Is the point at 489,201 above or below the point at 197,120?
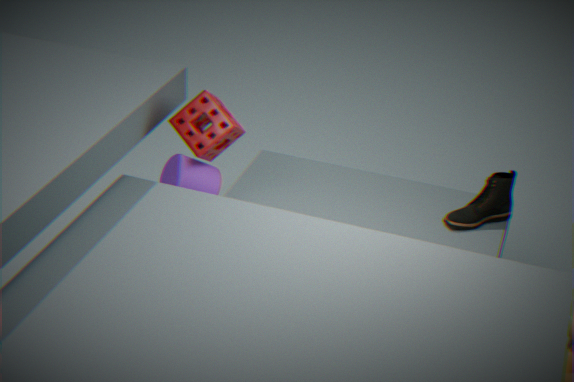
below
